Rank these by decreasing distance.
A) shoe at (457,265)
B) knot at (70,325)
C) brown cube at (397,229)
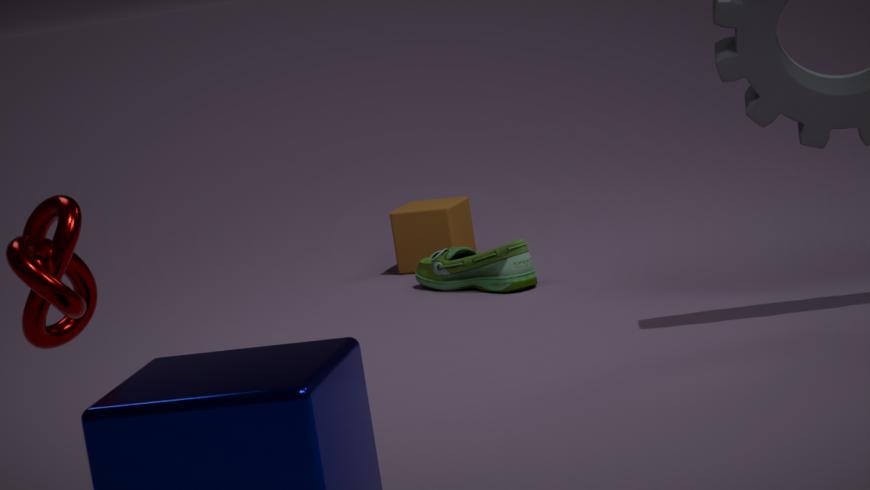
1. brown cube at (397,229)
2. shoe at (457,265)
3. knot at (70,325)
